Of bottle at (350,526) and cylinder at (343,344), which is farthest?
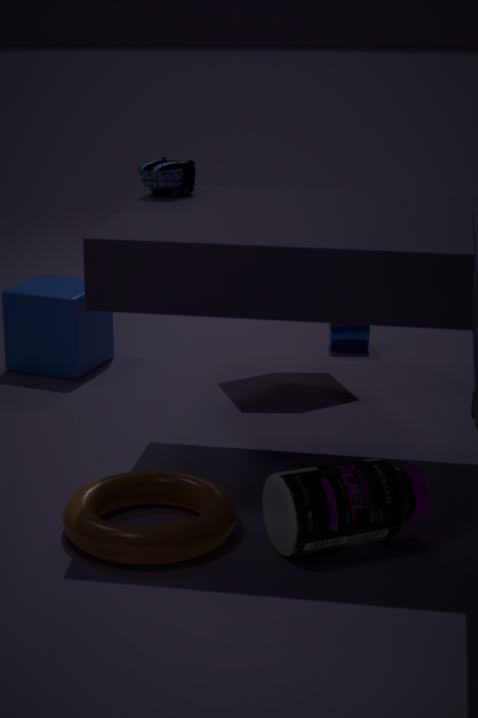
cylinder at (343,344)
